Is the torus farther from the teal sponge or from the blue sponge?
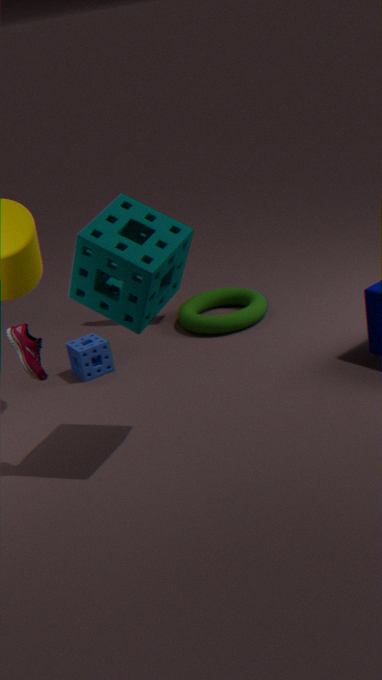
the teal sponge
